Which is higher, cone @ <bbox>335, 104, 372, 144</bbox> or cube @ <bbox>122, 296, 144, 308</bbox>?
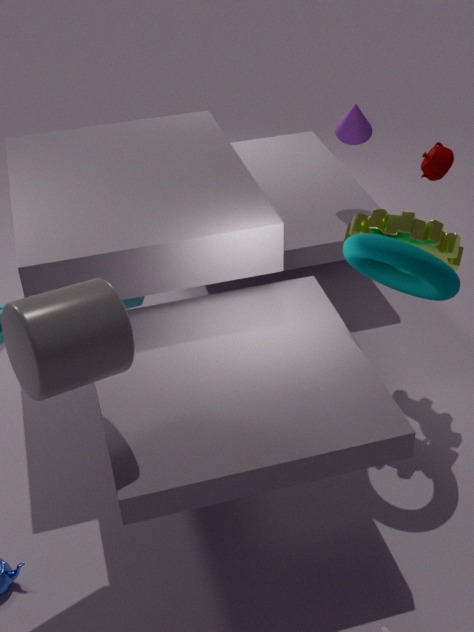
cone @ <bbox>335, 104, 372, 144</bbox>
